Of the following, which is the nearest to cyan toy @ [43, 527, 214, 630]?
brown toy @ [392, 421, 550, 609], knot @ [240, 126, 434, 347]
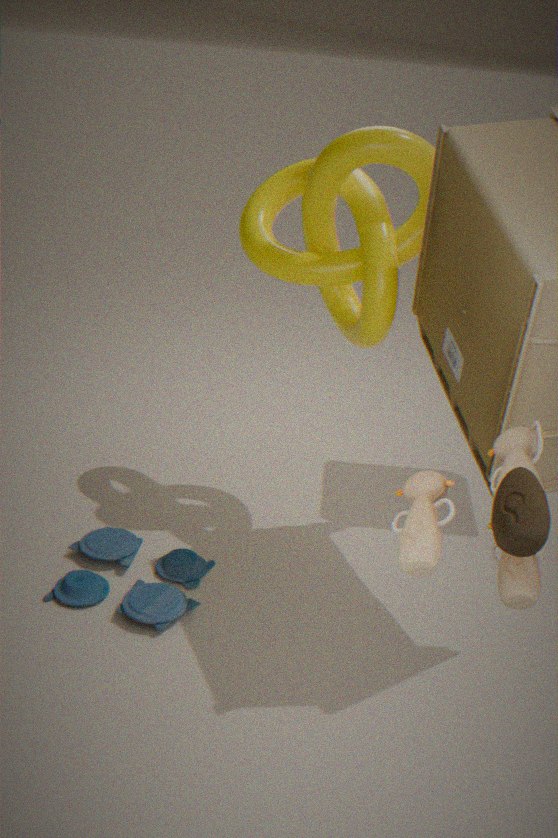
knot @ [240, 126, 434, 347]
